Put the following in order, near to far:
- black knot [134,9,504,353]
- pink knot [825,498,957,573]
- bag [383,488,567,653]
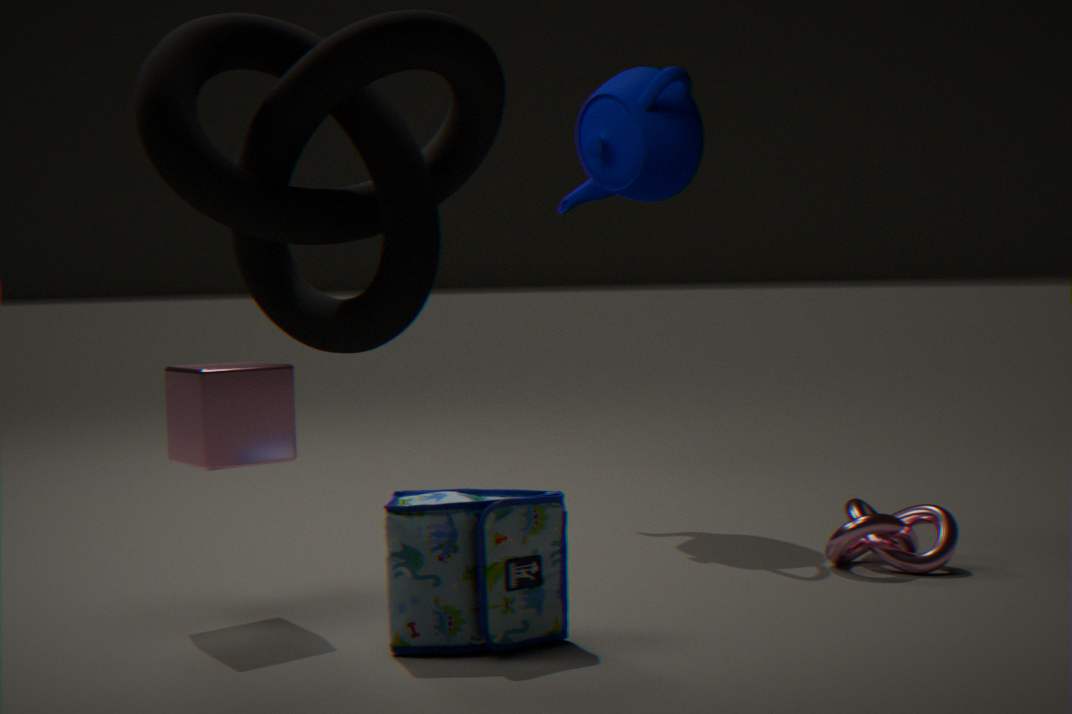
black knot [134,9,504,353] < bag [383,488,567,653] < pink knot [825,498,957,573]
